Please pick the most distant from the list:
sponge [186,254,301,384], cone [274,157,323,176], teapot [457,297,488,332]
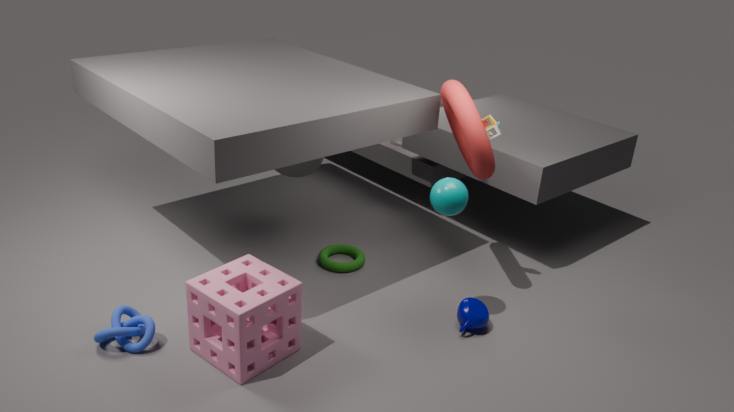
cone [274,157,323,176]
